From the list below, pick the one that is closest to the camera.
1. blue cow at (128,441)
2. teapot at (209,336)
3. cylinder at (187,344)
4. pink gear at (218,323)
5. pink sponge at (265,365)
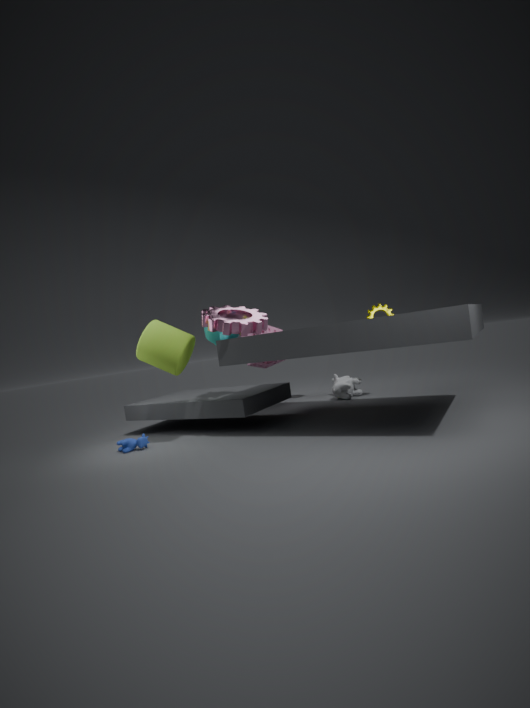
pink gear at (218,323)
